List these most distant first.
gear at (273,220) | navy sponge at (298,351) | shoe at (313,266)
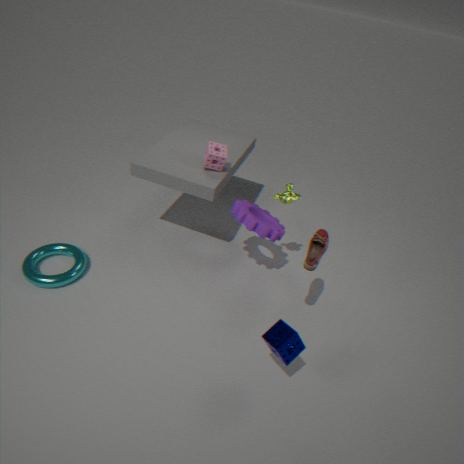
1. gear at (273,220)
2. shoe at (313,266)
3. navy sponge at (298,351)
